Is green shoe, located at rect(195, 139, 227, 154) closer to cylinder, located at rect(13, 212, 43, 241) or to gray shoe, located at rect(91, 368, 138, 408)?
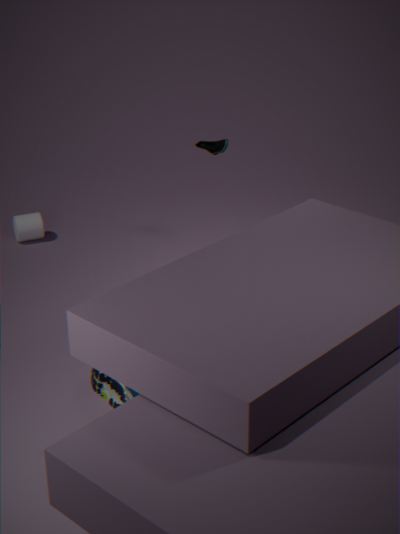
cylinder, located at rect(13, 212, 43, 241)
